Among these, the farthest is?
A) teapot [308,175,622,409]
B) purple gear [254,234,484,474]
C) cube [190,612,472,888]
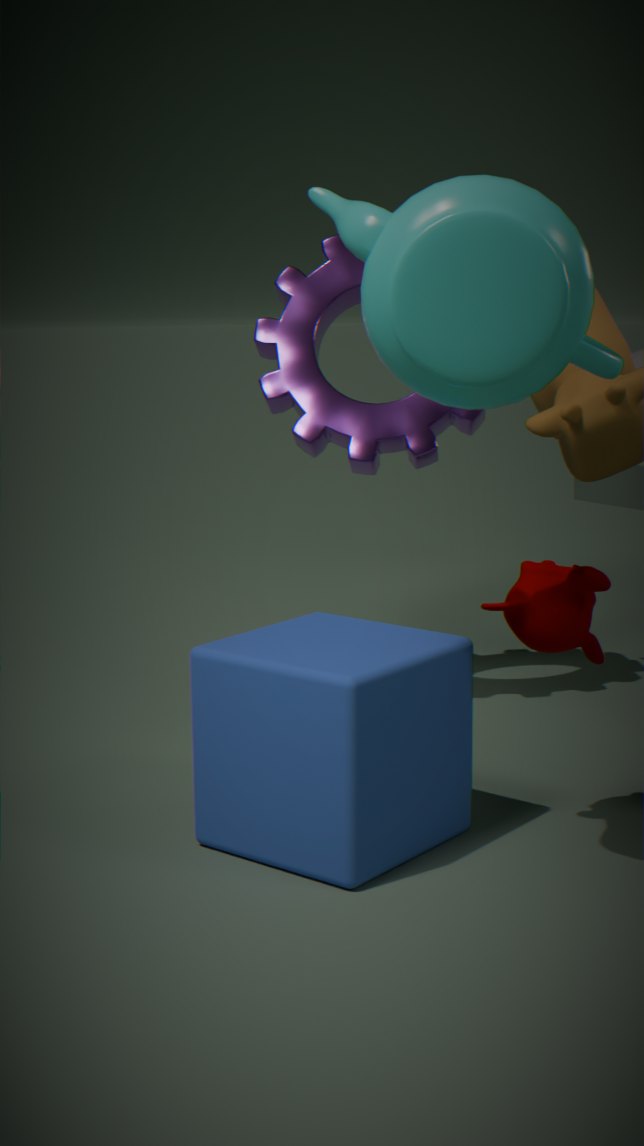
purple gear [254,234,484,474]
